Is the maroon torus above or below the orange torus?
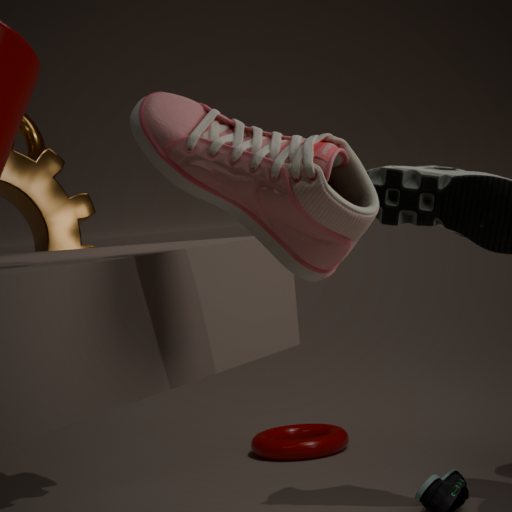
below
